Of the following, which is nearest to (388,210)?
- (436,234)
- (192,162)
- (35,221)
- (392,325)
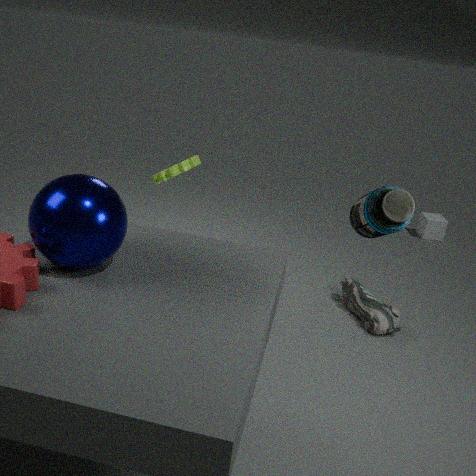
(35,221)
